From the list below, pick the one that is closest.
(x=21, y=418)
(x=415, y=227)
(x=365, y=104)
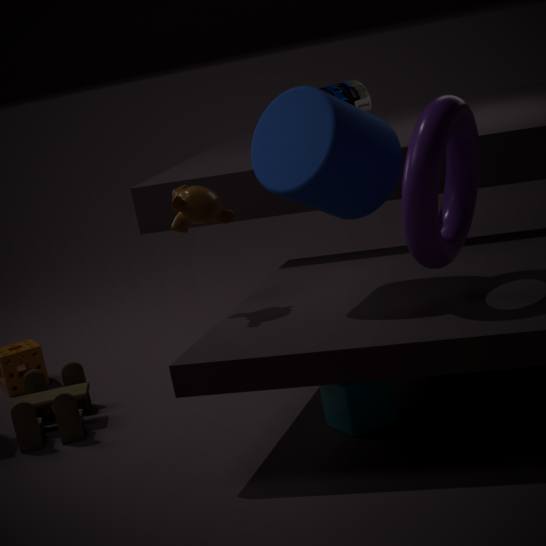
(x=415, y=227)
